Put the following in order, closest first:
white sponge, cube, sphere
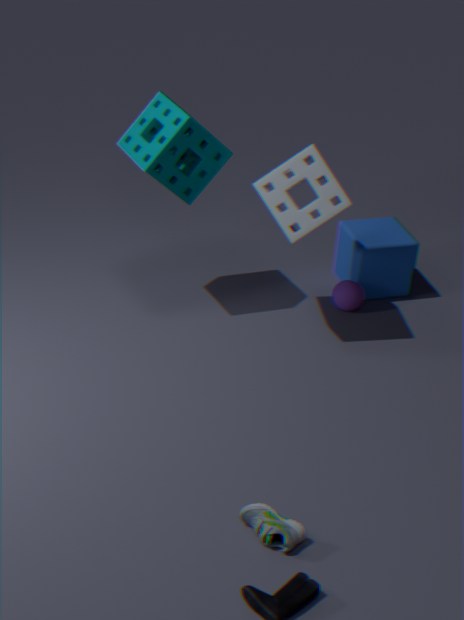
white sponge, sphere, cube
